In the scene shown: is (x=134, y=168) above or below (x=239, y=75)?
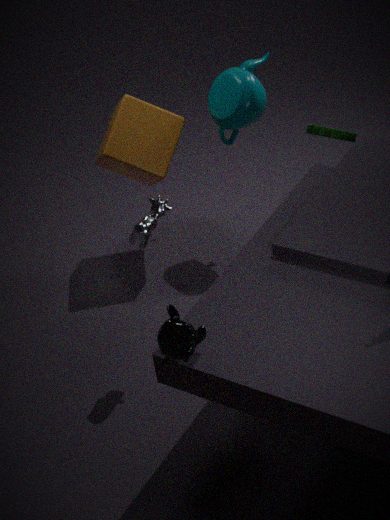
below
